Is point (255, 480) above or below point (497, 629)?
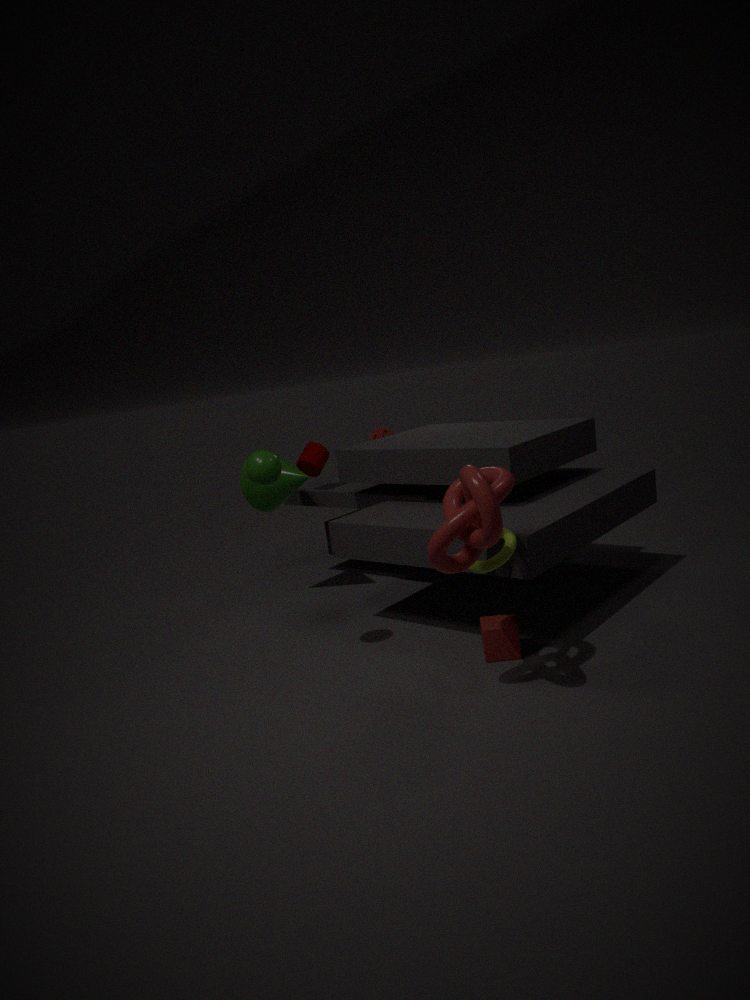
above
